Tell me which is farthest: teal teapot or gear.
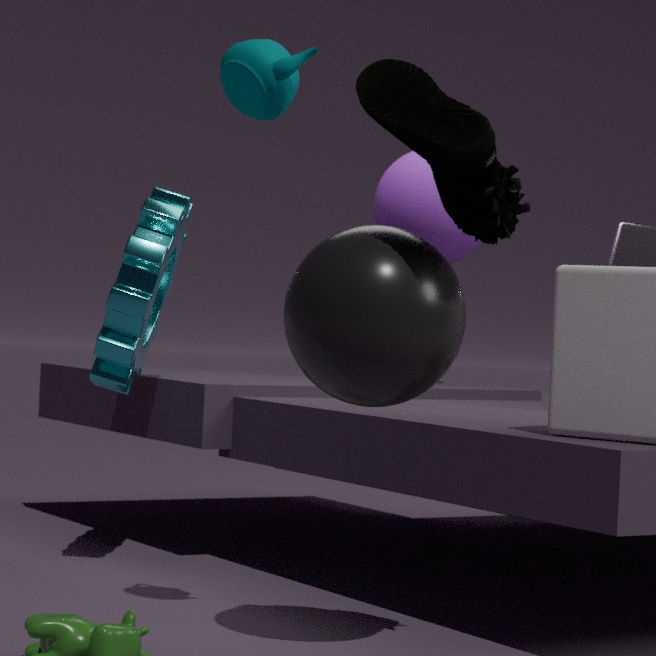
gear
